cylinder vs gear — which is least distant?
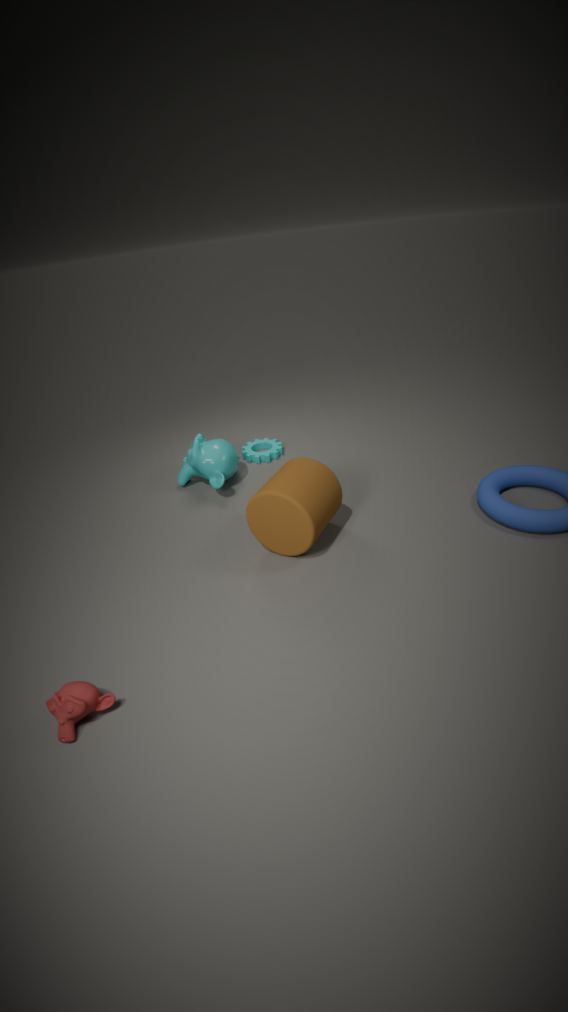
cylinder
